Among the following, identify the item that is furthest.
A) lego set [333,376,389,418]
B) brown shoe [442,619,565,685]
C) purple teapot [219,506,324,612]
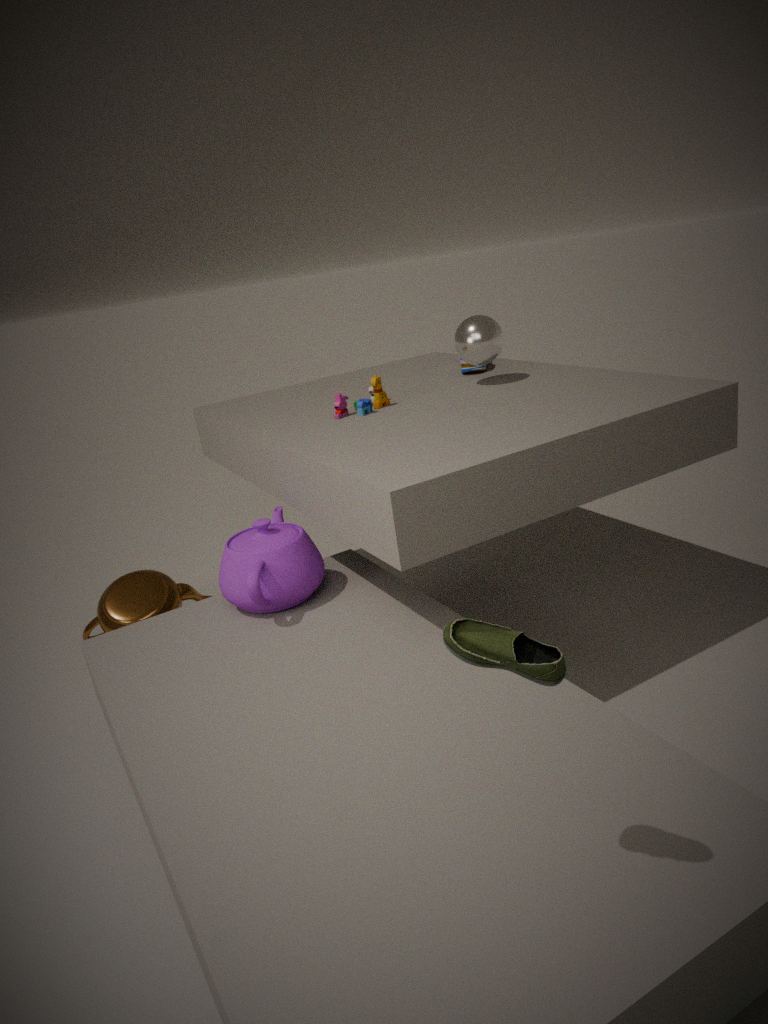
A. lego set [333,376,389,418]
